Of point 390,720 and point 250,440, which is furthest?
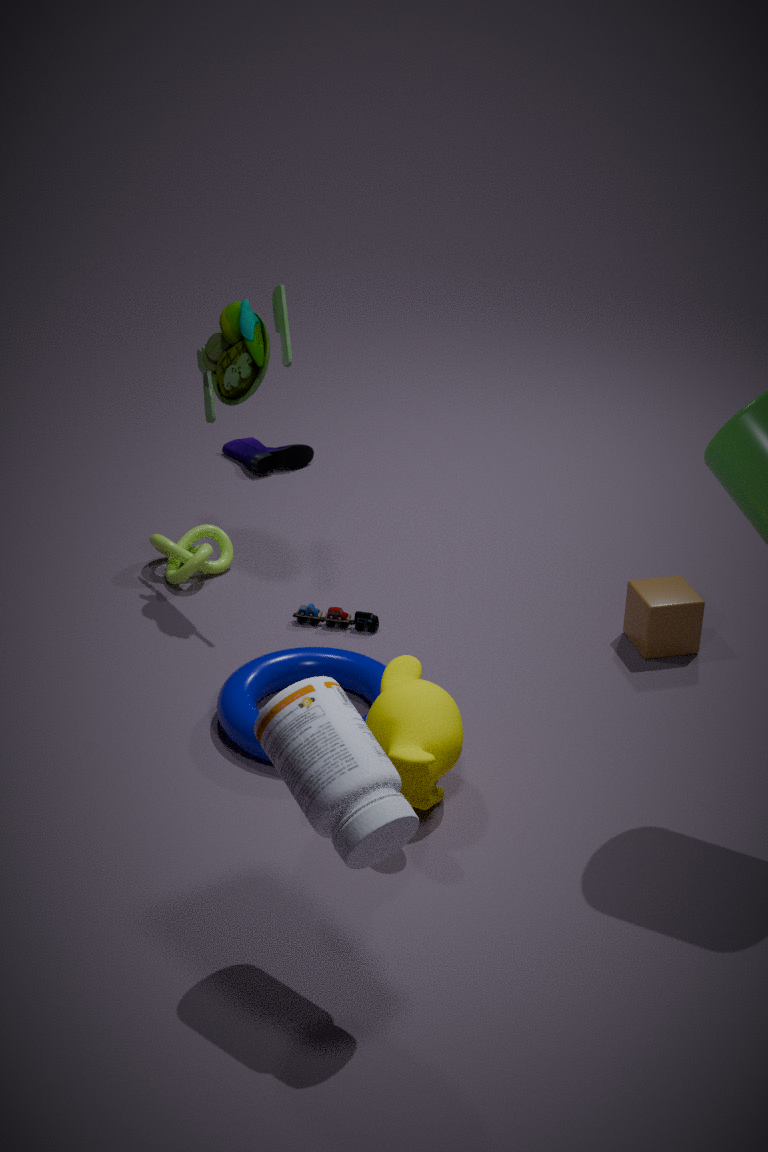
point 250,440
